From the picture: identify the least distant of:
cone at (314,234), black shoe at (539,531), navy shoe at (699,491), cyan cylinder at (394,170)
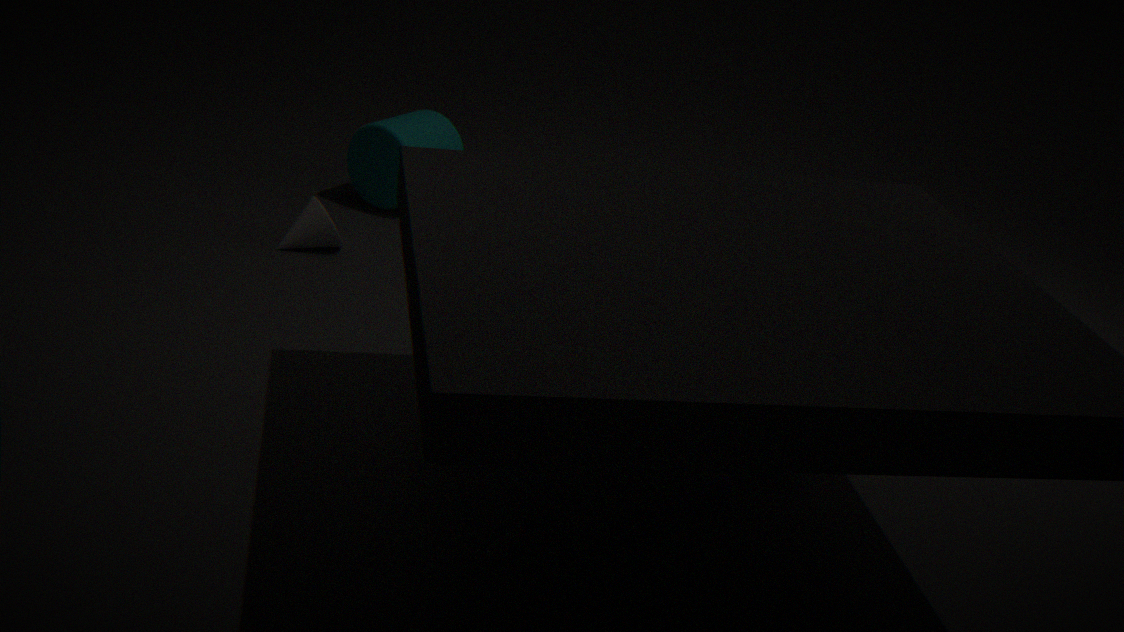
black shoe at (539,531)
